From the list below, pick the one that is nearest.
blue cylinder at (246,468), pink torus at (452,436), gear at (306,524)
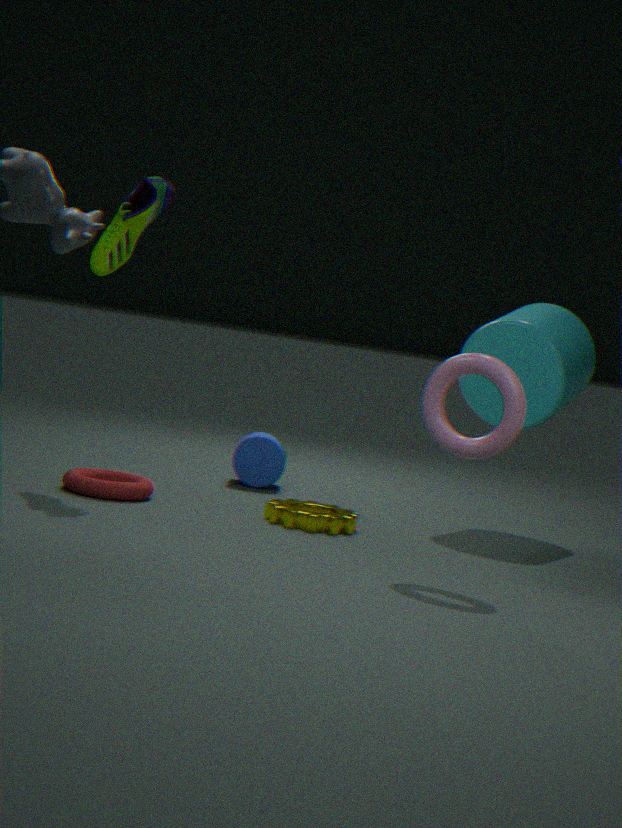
pink torus at (452,436)
